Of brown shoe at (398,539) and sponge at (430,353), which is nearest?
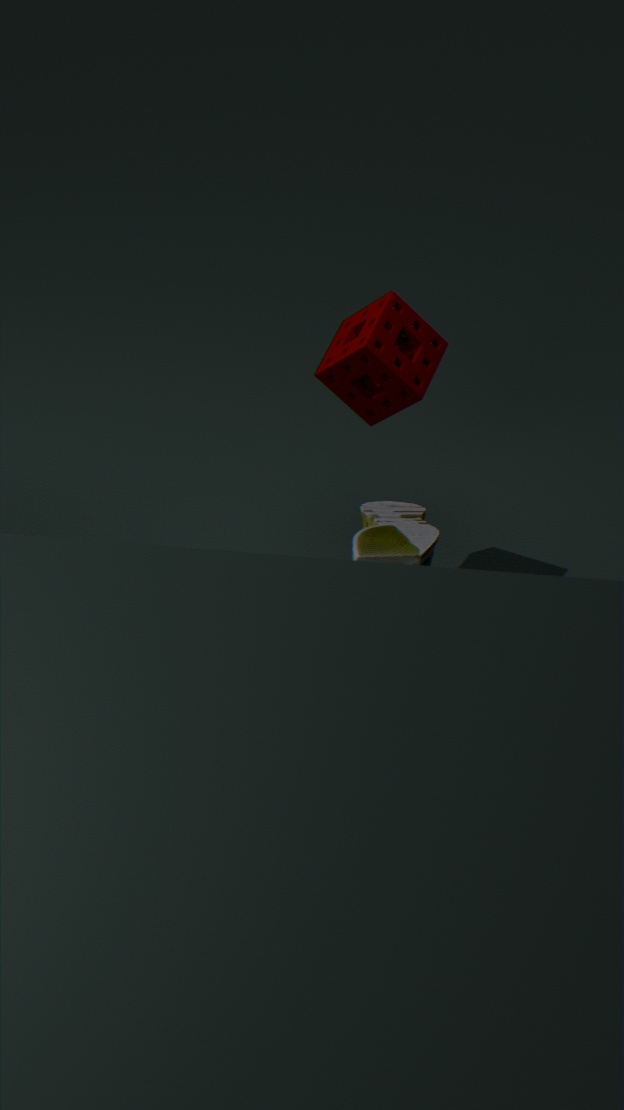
brown shoe at (398,539)
